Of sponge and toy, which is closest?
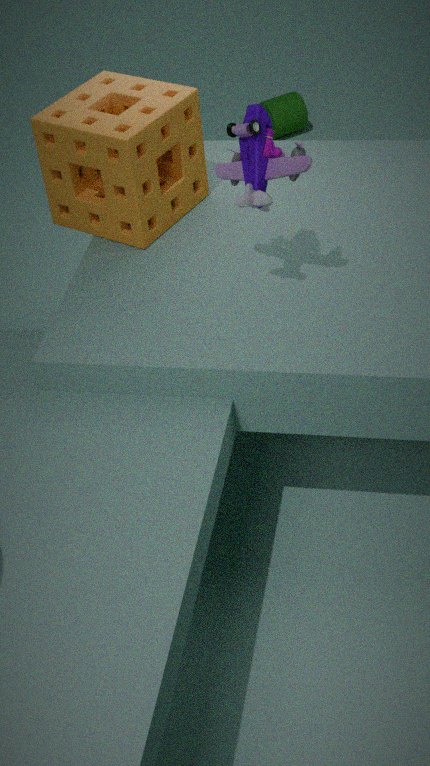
toy
